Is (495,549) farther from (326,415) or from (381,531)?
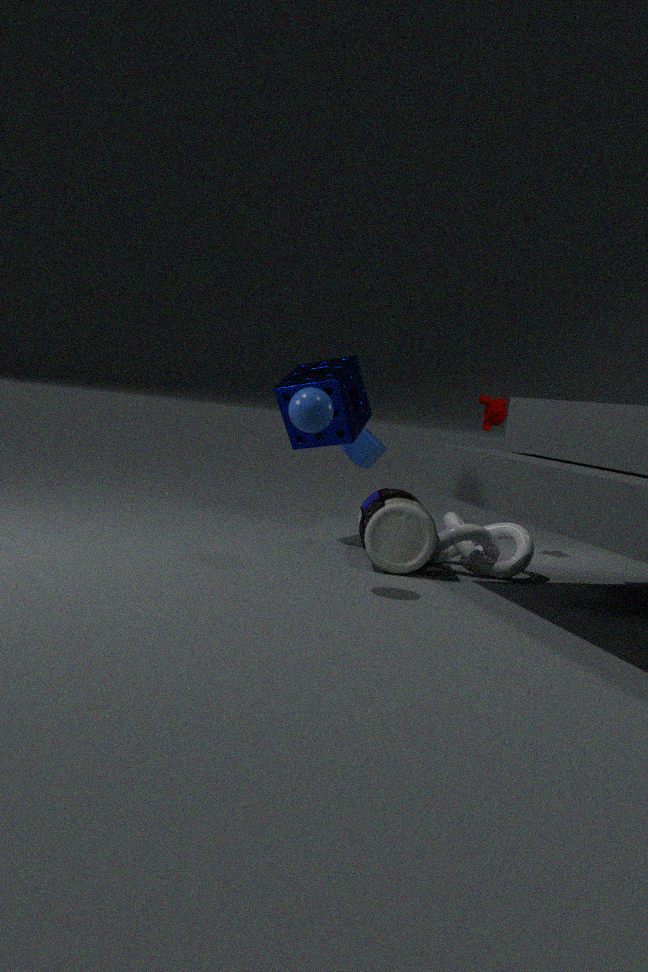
(326,415)
